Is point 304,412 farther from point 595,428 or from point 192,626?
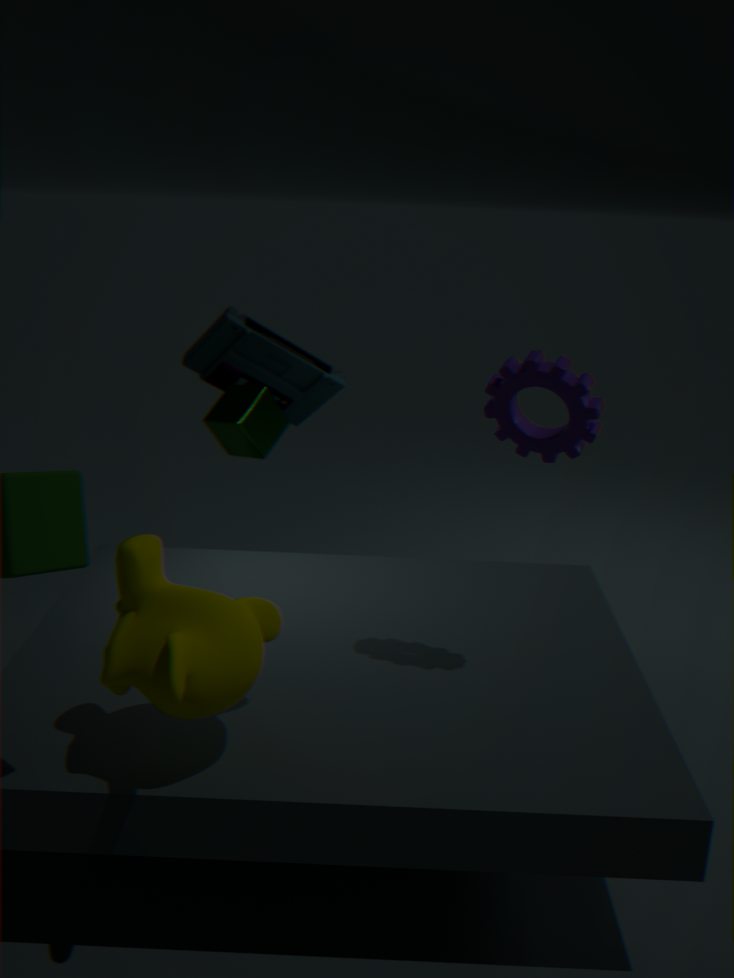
point 192,626
